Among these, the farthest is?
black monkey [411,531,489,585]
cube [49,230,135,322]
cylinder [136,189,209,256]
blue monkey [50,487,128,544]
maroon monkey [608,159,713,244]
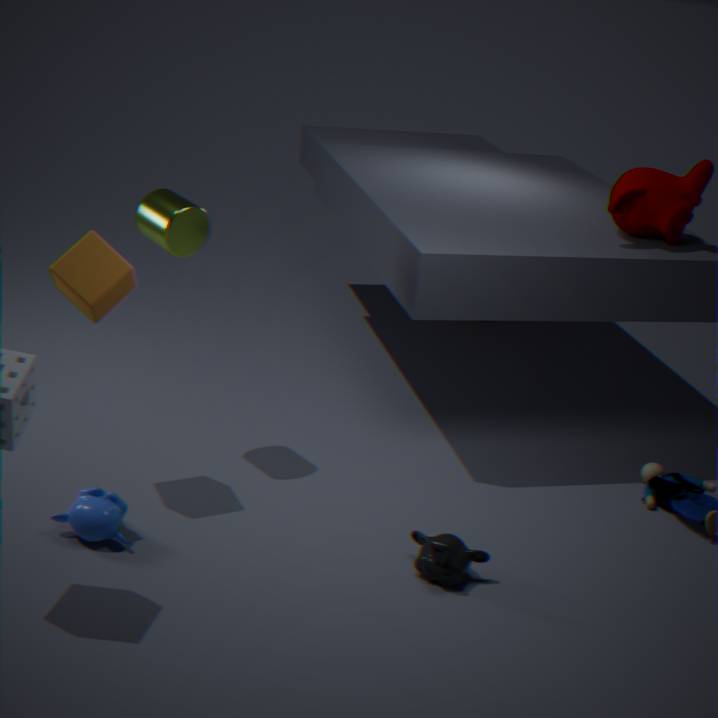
maroon monkey [608,159,713,244]
